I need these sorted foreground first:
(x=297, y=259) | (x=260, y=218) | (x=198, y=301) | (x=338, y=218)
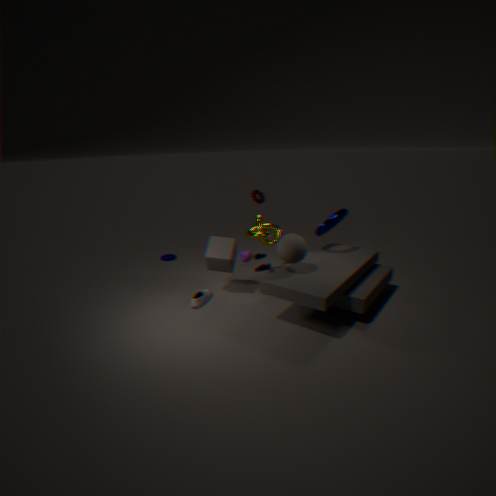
(x=297, y=259) → (x=338, y=218) → (x=198, y=301) → (x=260, y=218)
